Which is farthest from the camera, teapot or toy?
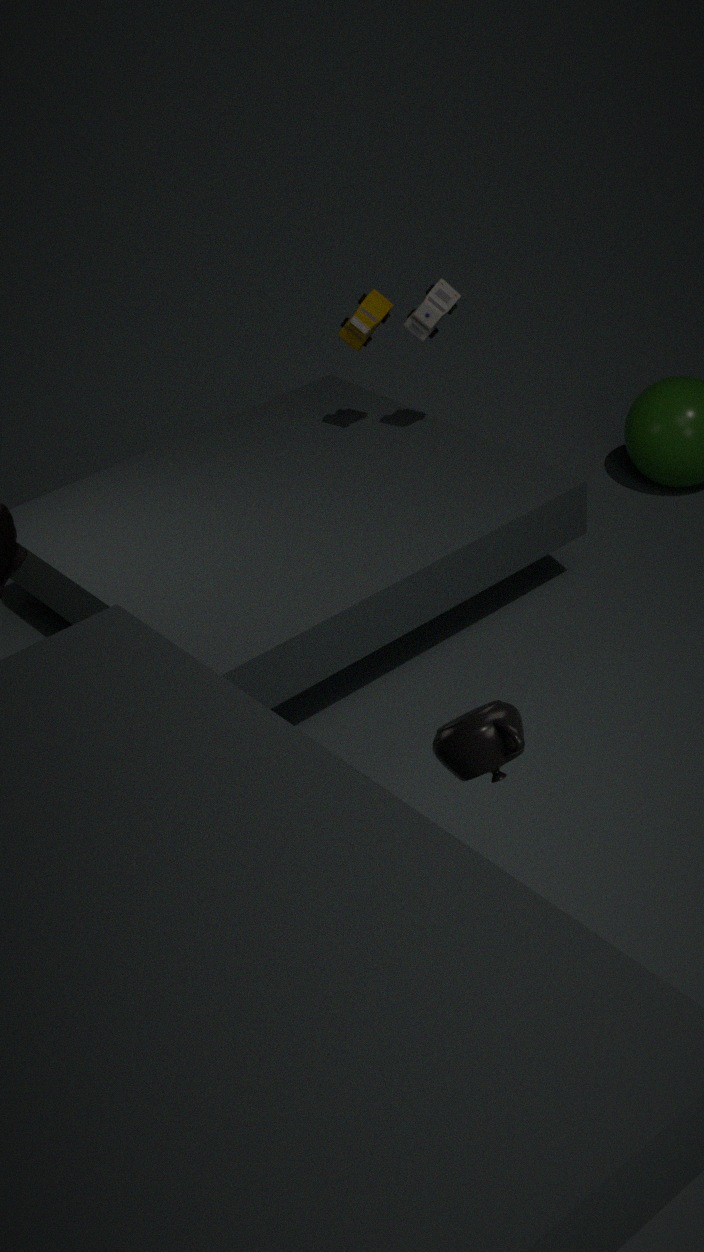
toy
